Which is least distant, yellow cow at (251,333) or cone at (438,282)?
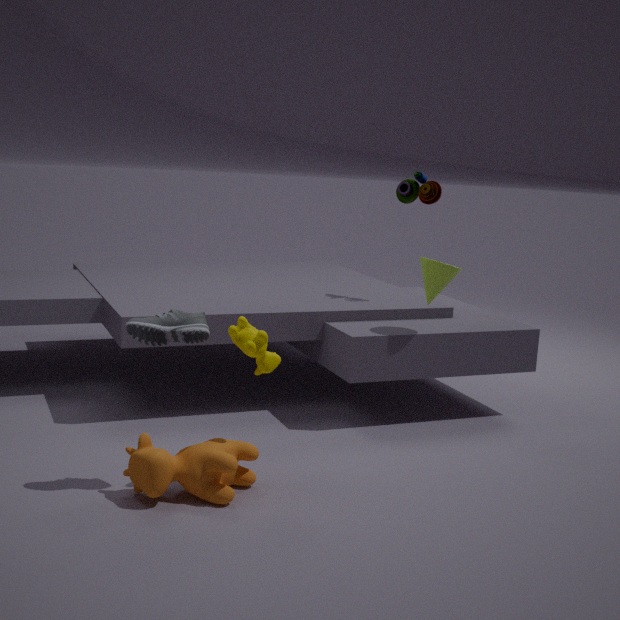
yellow cow at (251,333)
